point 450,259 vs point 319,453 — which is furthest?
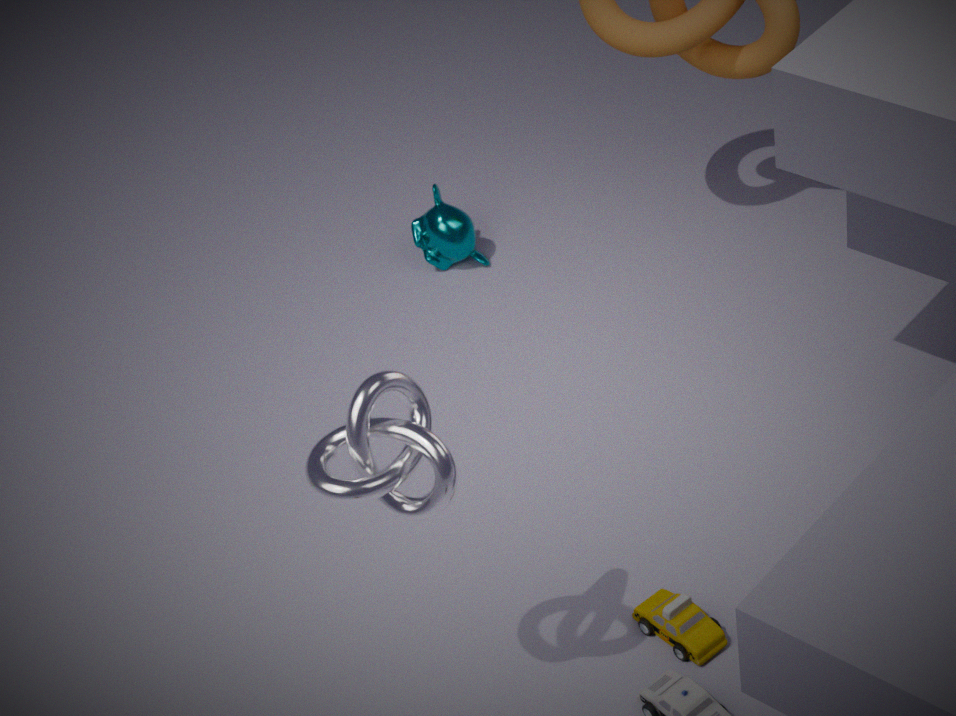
point 450,259
